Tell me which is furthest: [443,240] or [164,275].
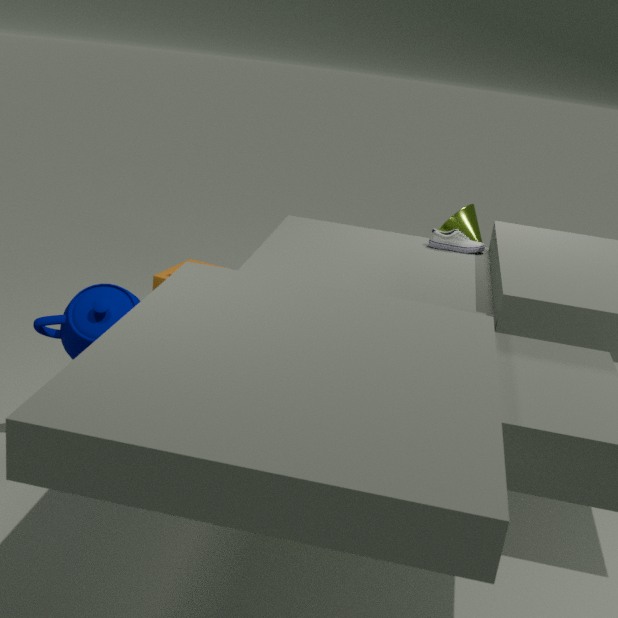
[164,275]
